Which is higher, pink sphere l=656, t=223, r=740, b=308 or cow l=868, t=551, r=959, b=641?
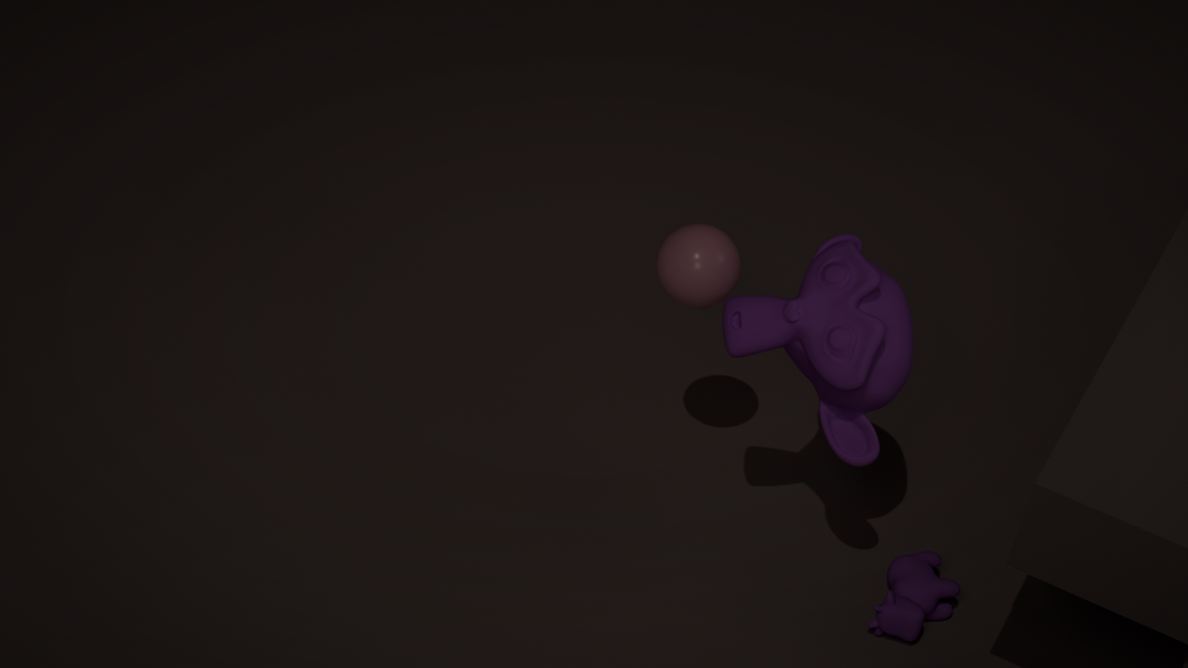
pink sphere l=656, t=223, r=740, b=308
